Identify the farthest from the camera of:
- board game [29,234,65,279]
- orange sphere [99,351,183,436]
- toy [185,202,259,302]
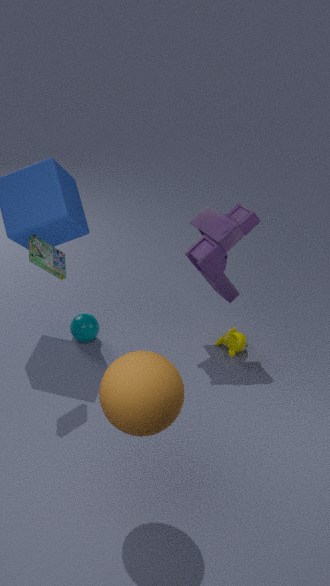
toy [185,202,259,302]
